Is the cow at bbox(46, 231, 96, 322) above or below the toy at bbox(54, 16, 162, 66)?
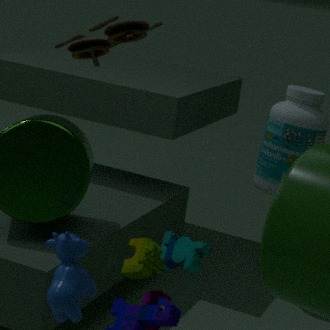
below
